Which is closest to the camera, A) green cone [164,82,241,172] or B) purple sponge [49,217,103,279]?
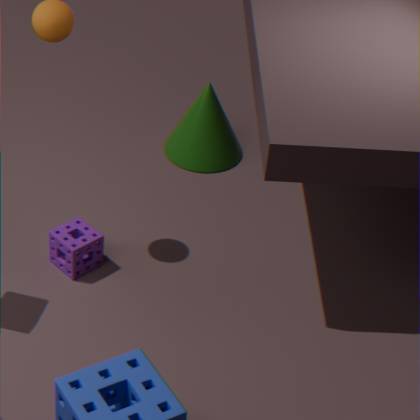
B. purple sponge [49,217,103,279]
